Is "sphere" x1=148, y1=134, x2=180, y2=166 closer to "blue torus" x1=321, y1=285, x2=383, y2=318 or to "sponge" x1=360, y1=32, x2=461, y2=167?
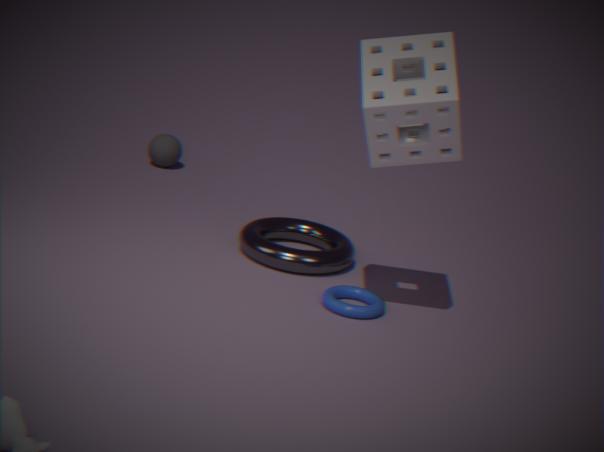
"blue torus" x1=321, y1=285, x2=383, y2=318
